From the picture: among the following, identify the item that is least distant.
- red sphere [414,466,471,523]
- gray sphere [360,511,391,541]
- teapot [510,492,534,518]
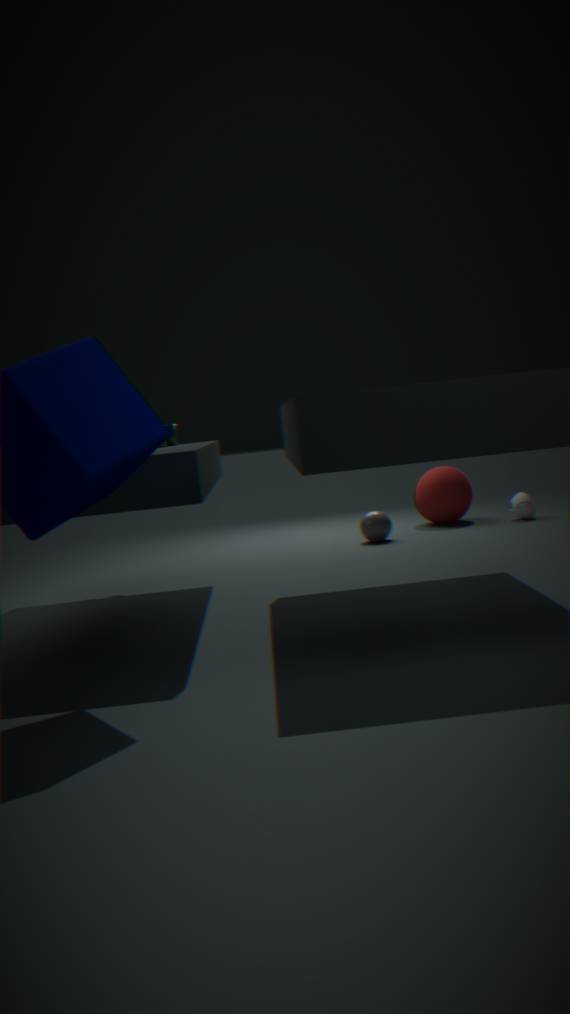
gray sphere [360,511,391,541]
